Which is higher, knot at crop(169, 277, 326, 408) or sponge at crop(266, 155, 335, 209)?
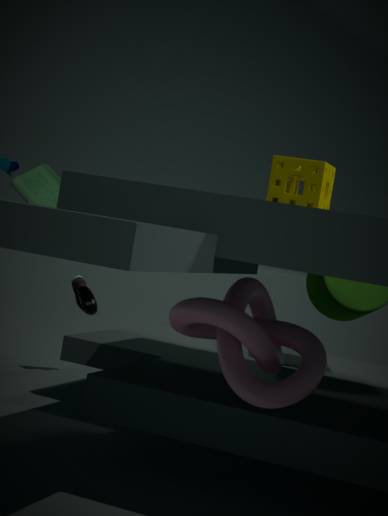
sponge at crop(266, 155, 335, 209)
